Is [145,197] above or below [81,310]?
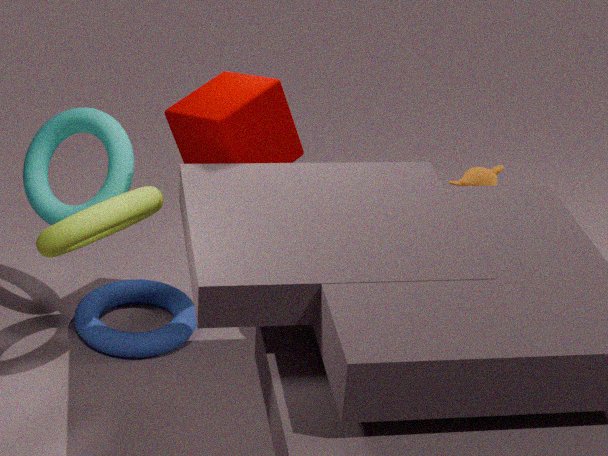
above
